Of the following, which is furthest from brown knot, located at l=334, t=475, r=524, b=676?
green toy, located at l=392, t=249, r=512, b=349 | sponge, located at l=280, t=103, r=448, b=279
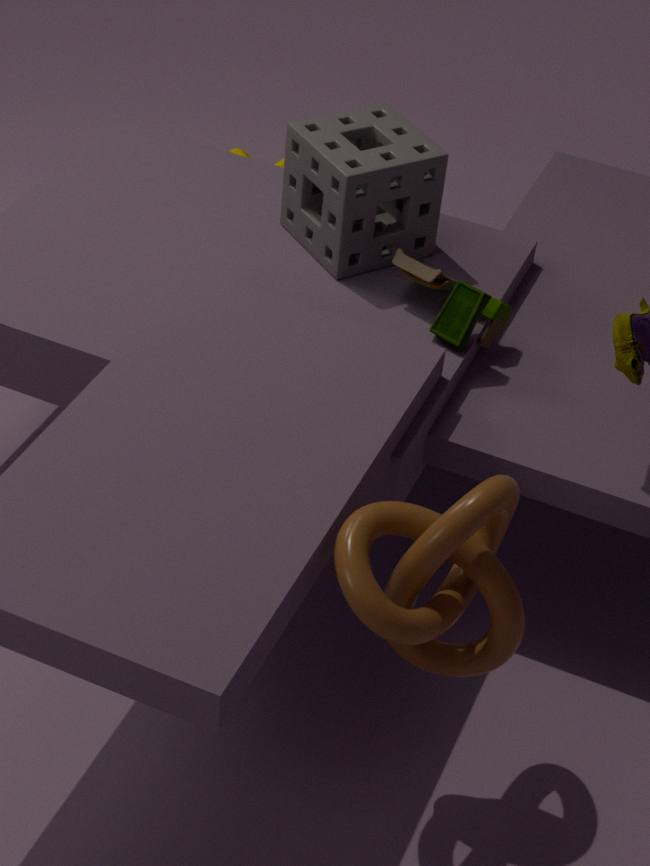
sponge, located at l=280, t=103, r=448, b=279
